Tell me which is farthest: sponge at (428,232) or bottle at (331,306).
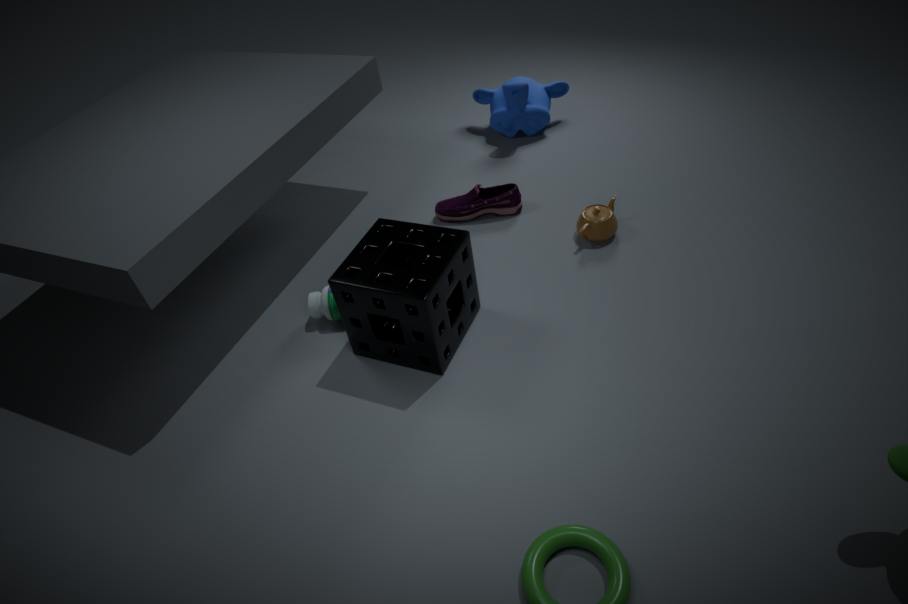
bottle at (331,306)
